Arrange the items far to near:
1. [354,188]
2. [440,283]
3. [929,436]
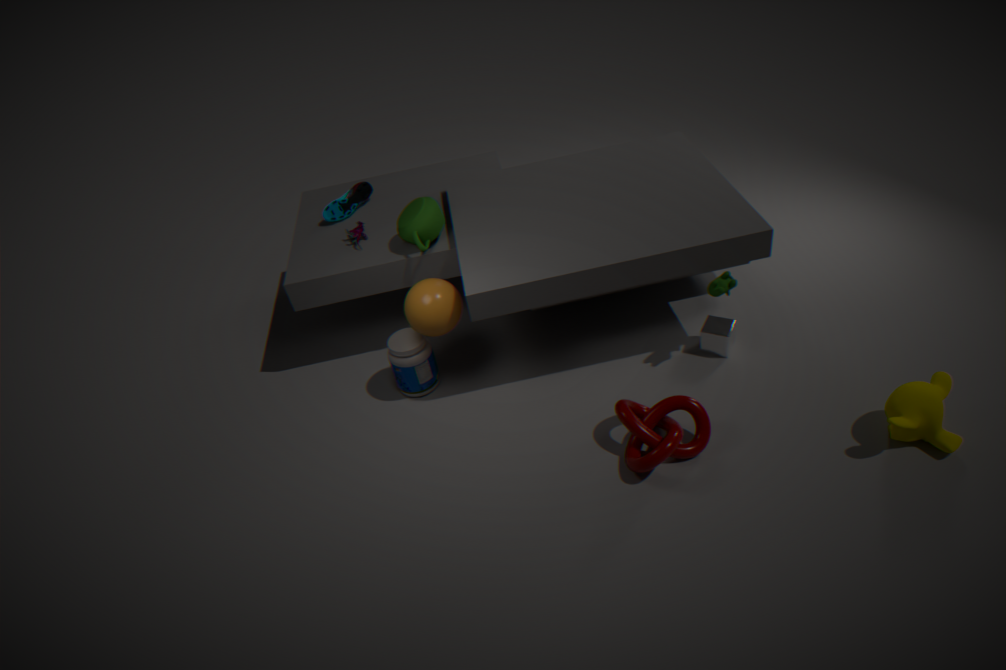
[354,188] < [440,283] < [929,436]
